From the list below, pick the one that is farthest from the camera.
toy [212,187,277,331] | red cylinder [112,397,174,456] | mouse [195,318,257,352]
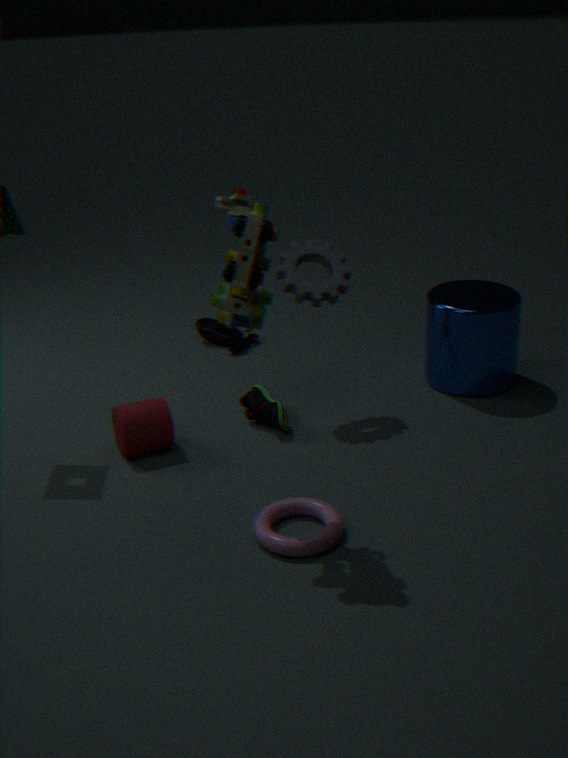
mouse [195,318,257,352]
